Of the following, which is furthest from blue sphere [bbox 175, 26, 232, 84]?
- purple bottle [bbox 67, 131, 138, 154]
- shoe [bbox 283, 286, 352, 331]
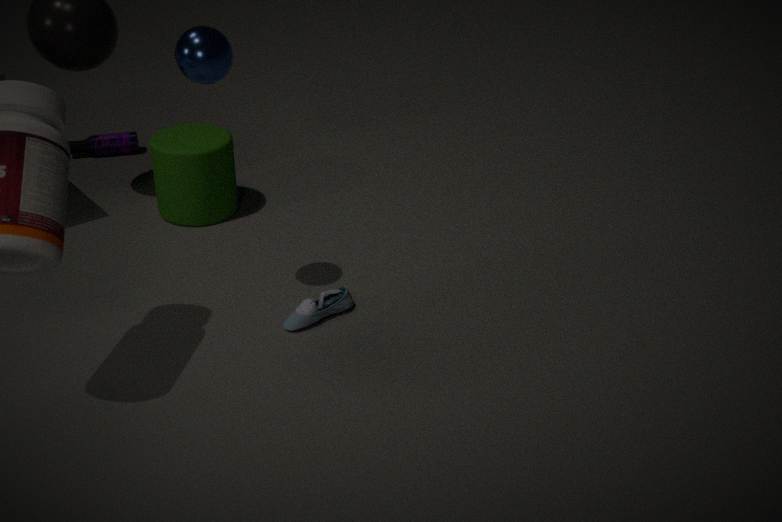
purple bottle [bbox 67, 131, 138, 154]
